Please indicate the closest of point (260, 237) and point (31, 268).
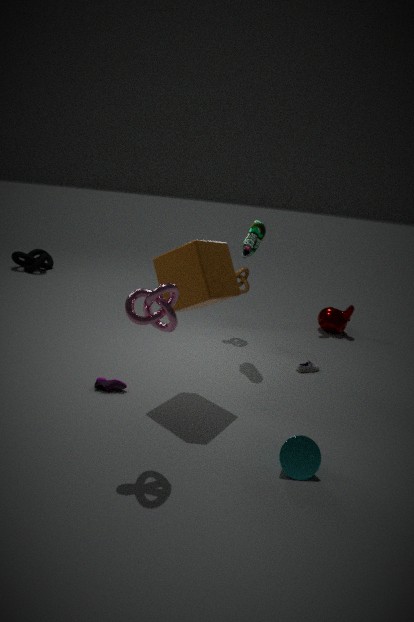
point (260, 237)
